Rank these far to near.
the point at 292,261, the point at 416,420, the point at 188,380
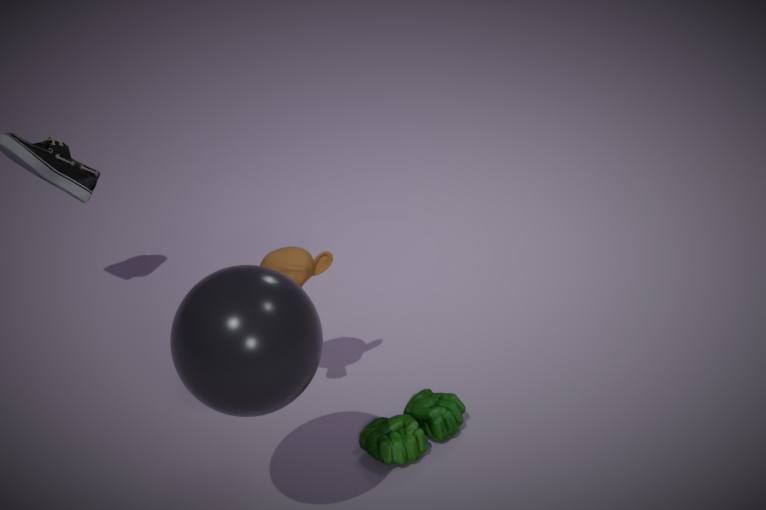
the point at 416,420 → the point at 292,261 → the point at 188,380
